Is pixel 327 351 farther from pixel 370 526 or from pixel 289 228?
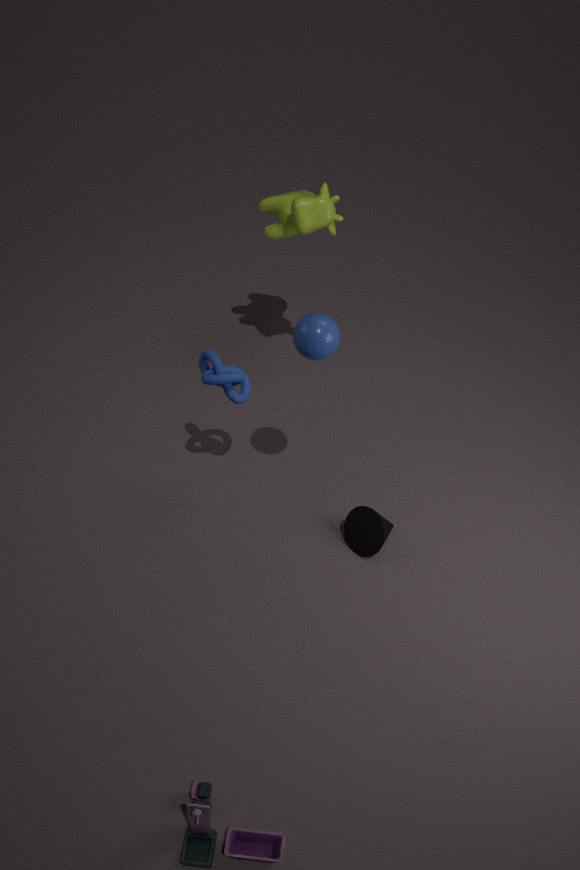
pixel 289 228
